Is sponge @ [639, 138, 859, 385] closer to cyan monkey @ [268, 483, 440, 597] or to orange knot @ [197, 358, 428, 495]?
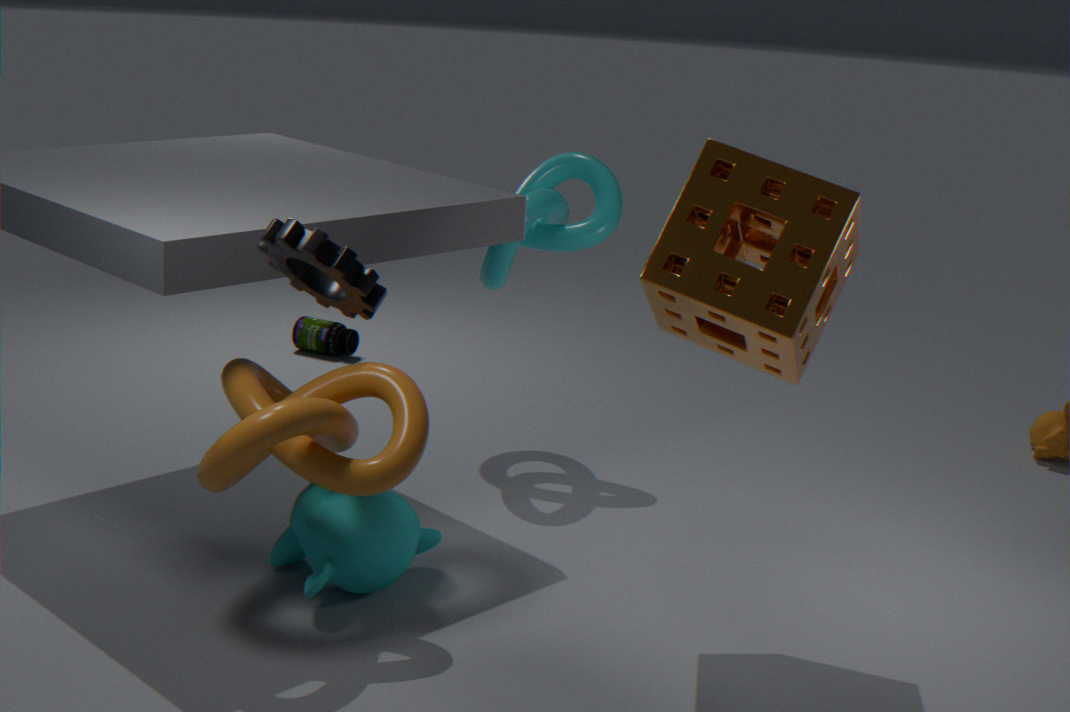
orange knot @ [197, 358, 428, 495]
